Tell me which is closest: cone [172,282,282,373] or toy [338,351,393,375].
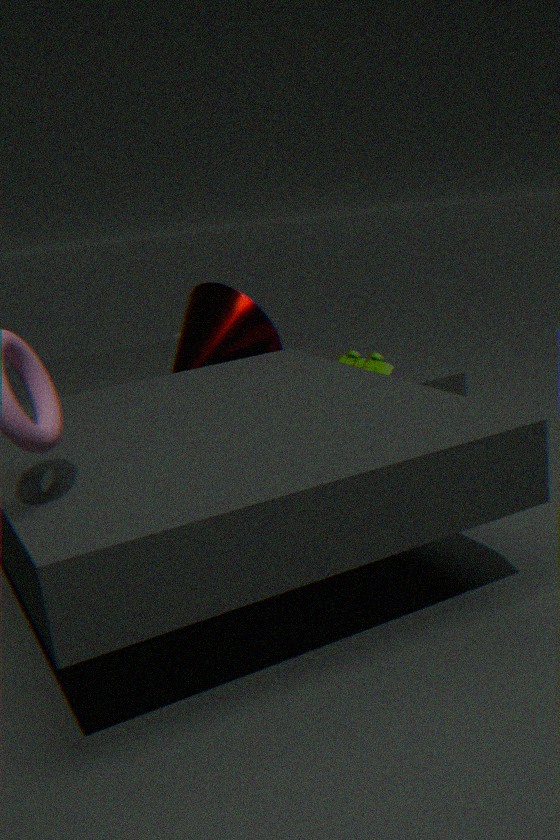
toy [338,351,393,375]
